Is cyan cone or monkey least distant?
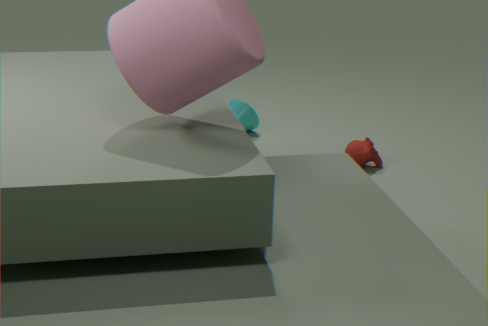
monkey
